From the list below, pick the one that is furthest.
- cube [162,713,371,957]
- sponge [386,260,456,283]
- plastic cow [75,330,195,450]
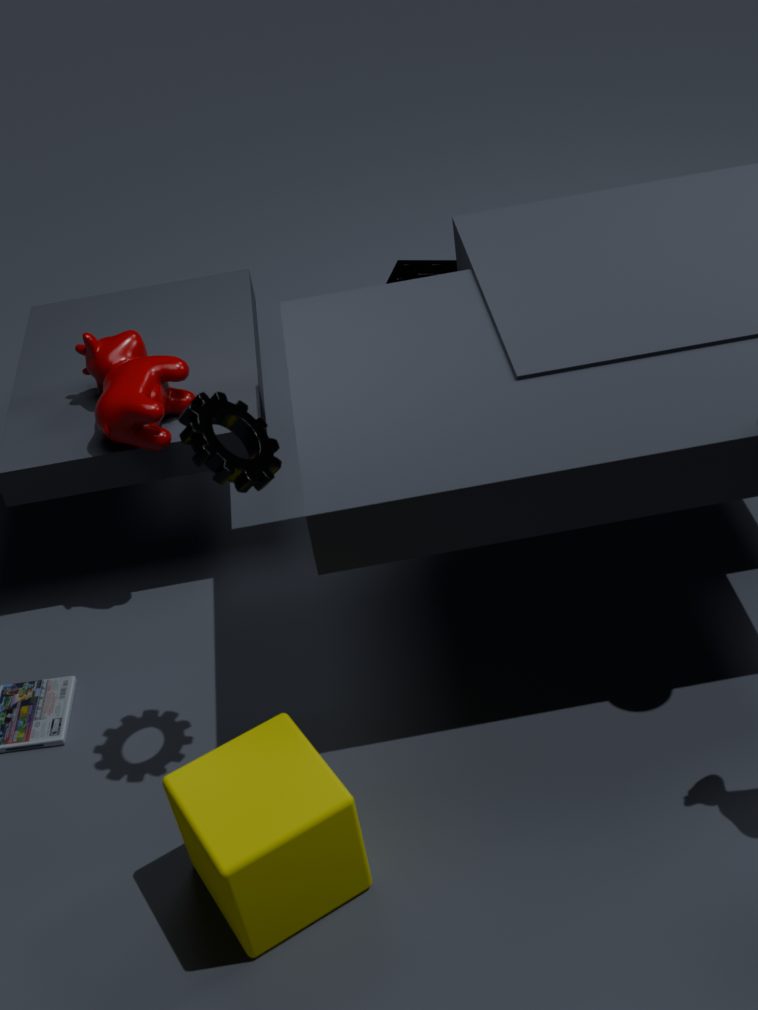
sponge [386,260,456,283]
